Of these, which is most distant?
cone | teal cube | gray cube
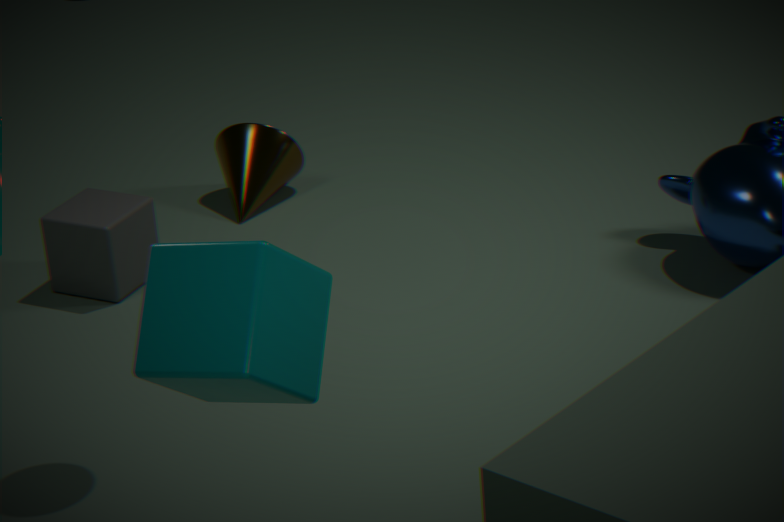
cone
